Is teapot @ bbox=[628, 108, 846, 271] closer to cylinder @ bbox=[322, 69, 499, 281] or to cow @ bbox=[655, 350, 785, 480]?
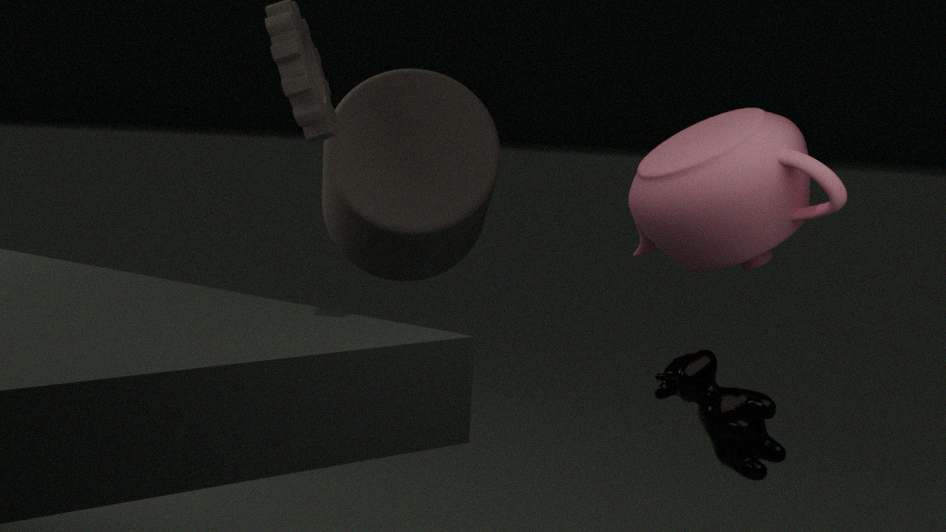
cow @ bbox=[655, 350, 785, 480]
